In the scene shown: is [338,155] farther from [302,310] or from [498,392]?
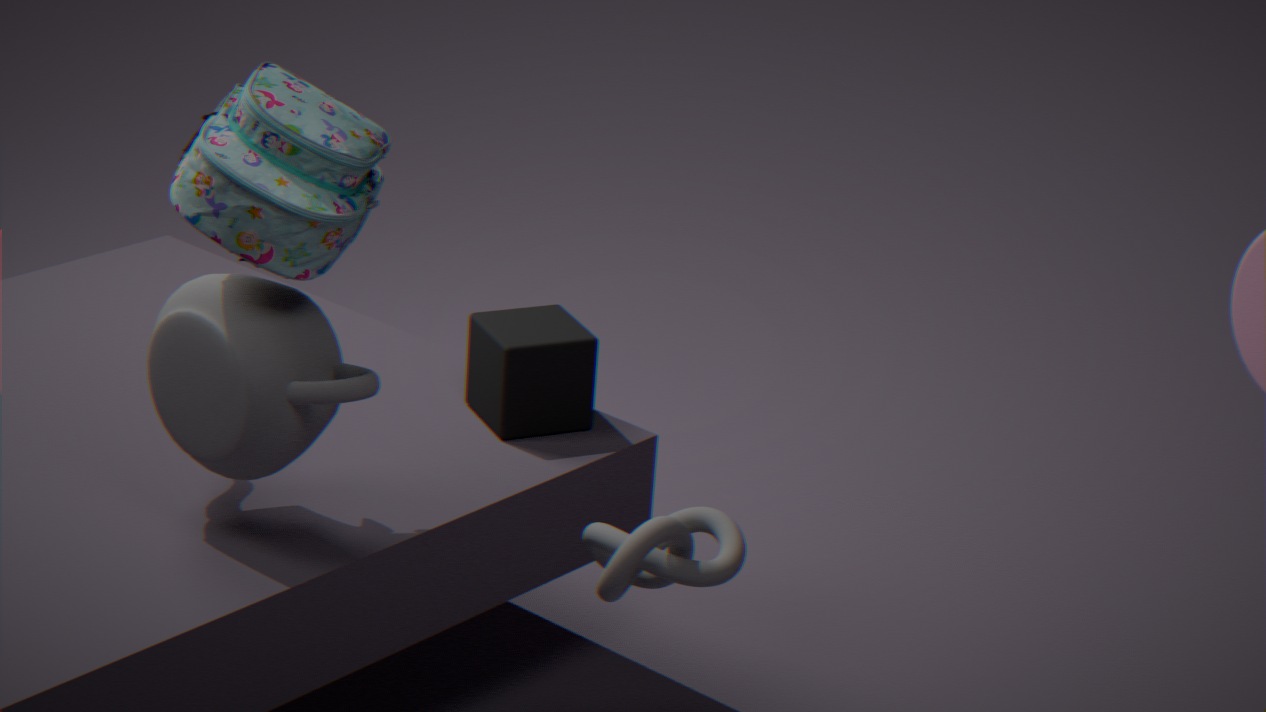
[498,392]
